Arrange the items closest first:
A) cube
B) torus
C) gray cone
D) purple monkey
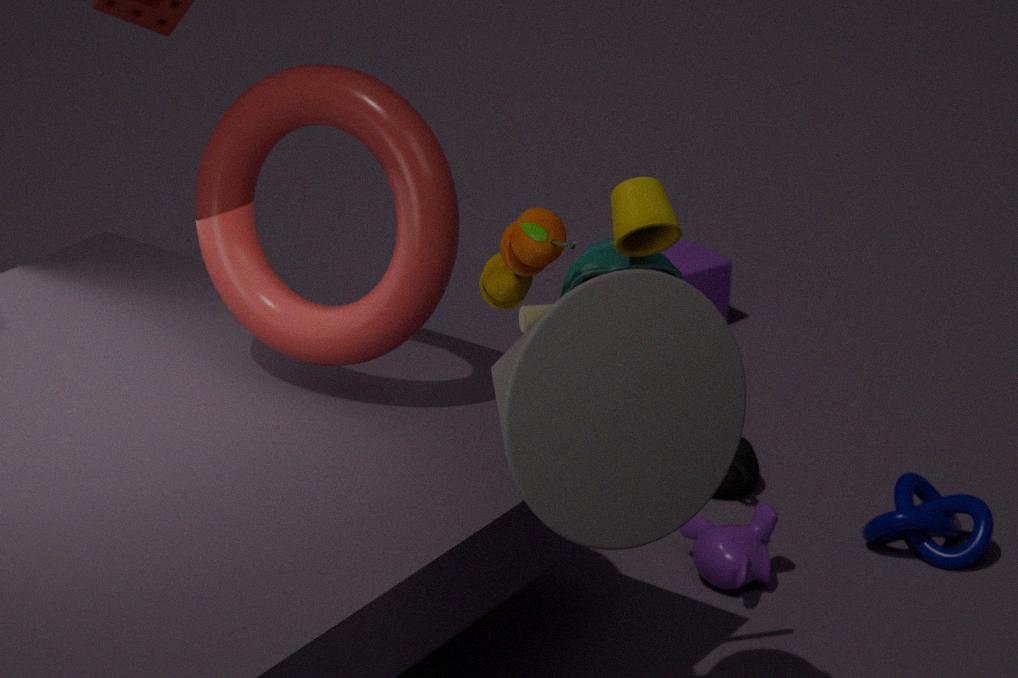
1. gray cone
2. torus
3. purple monkey
4. cube
